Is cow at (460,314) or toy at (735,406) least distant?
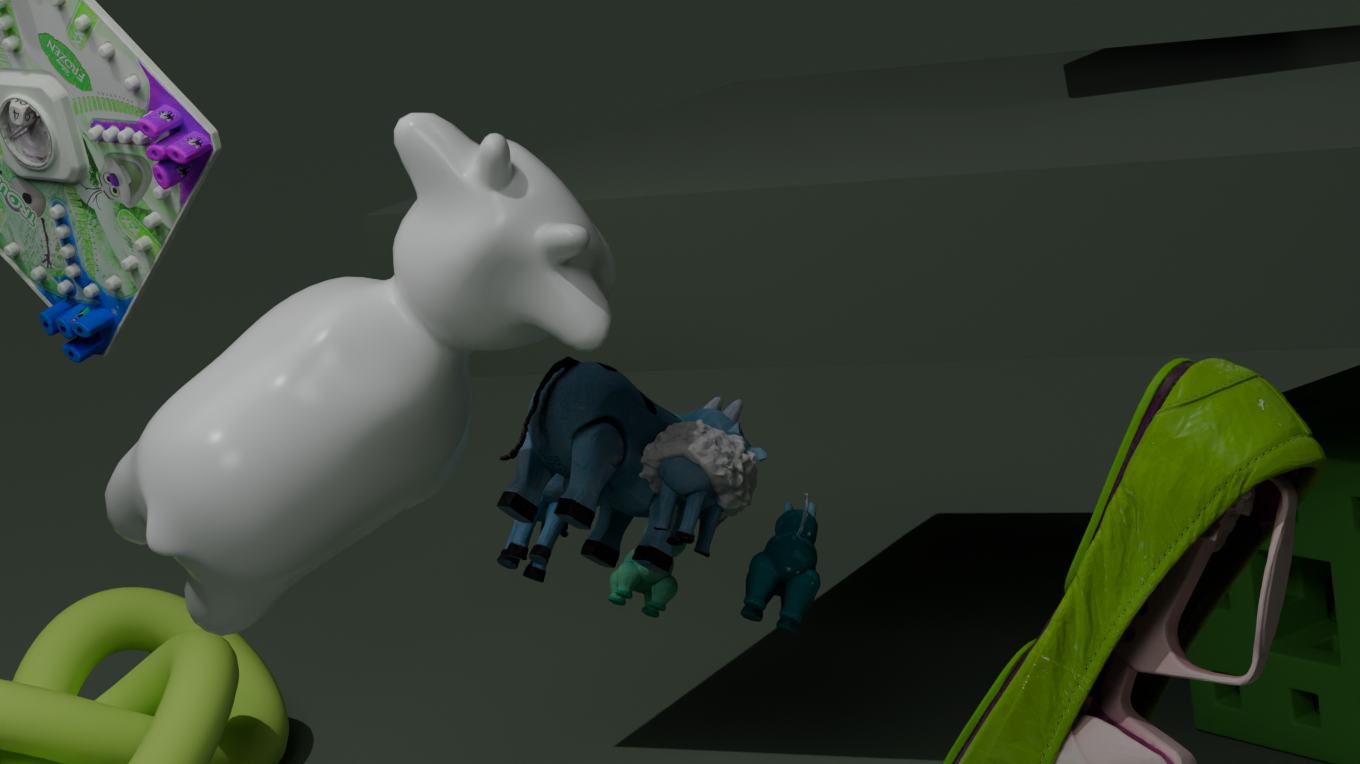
cow at (460,314)
